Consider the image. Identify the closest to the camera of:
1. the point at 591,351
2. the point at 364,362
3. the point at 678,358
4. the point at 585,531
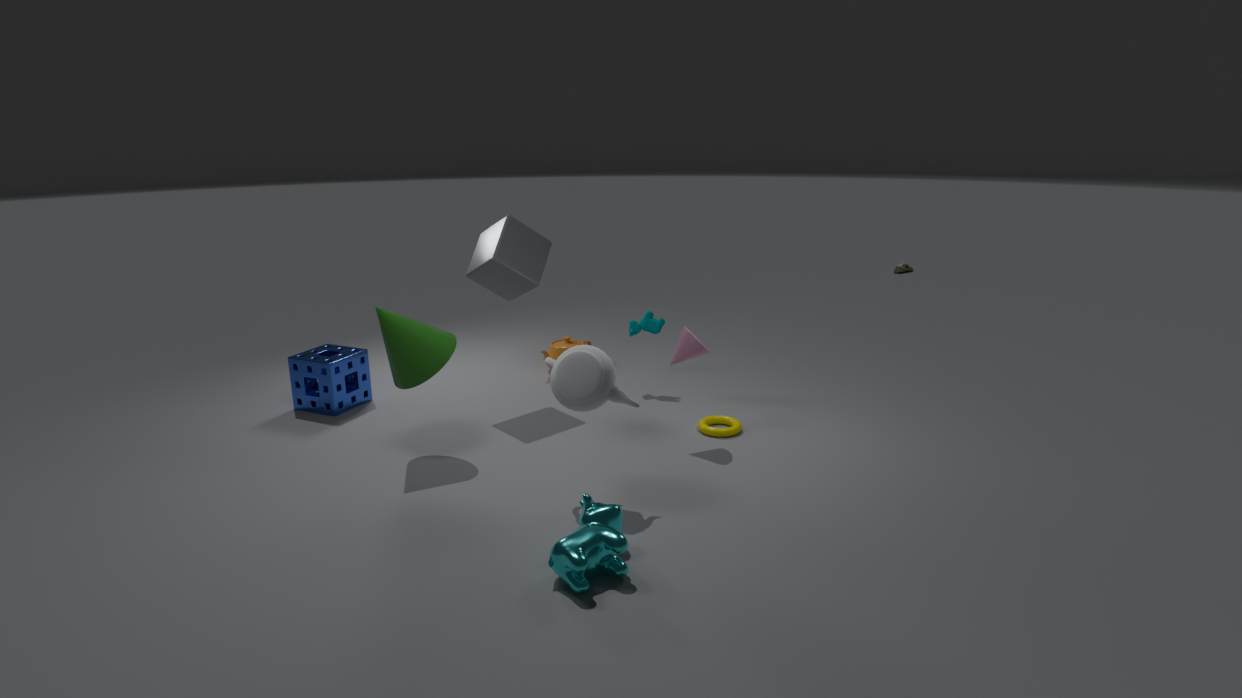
the point at 585,531
